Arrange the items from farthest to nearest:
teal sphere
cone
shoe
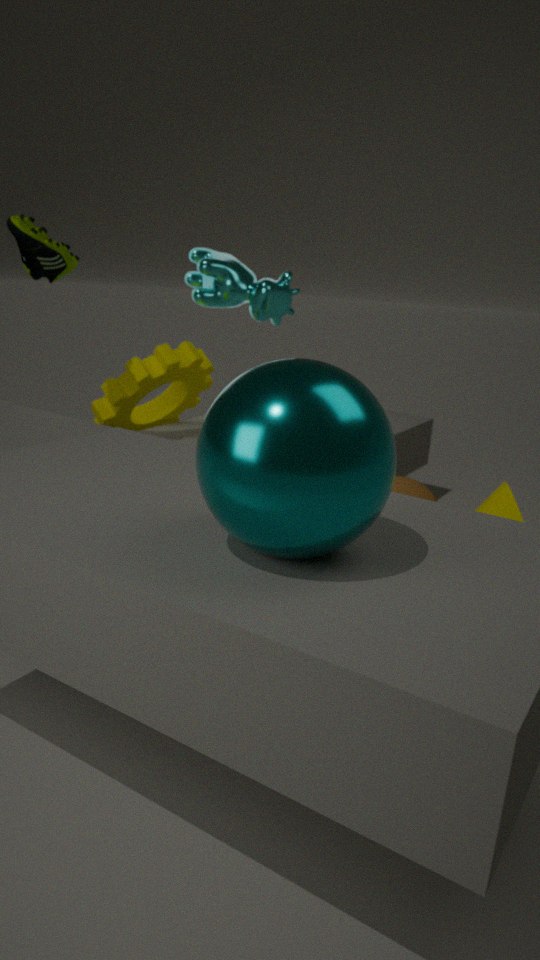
cone → shoe → teal sphere
